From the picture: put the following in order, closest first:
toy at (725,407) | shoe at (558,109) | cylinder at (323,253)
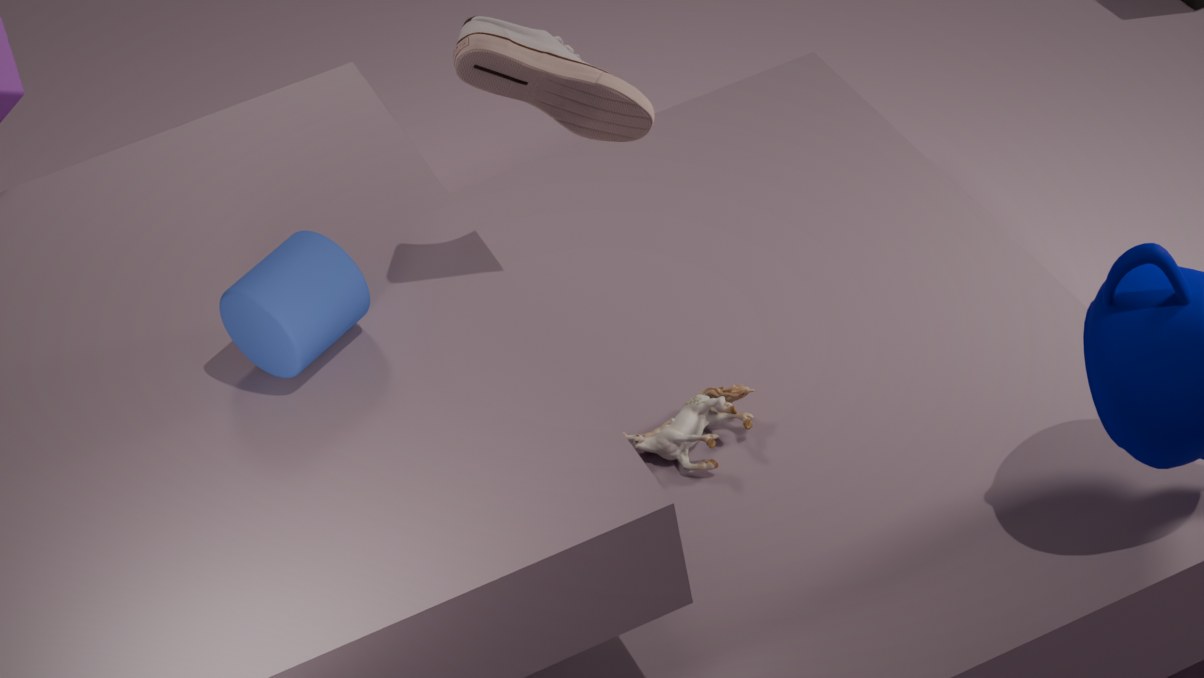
shoe at (558,109)
cylinder at (323,253)
toy at (725,407)
